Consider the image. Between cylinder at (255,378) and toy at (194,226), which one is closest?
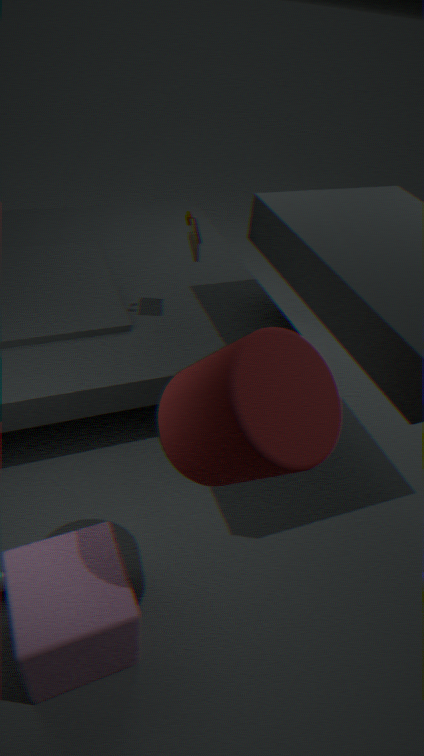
cylinder at (255,378)
